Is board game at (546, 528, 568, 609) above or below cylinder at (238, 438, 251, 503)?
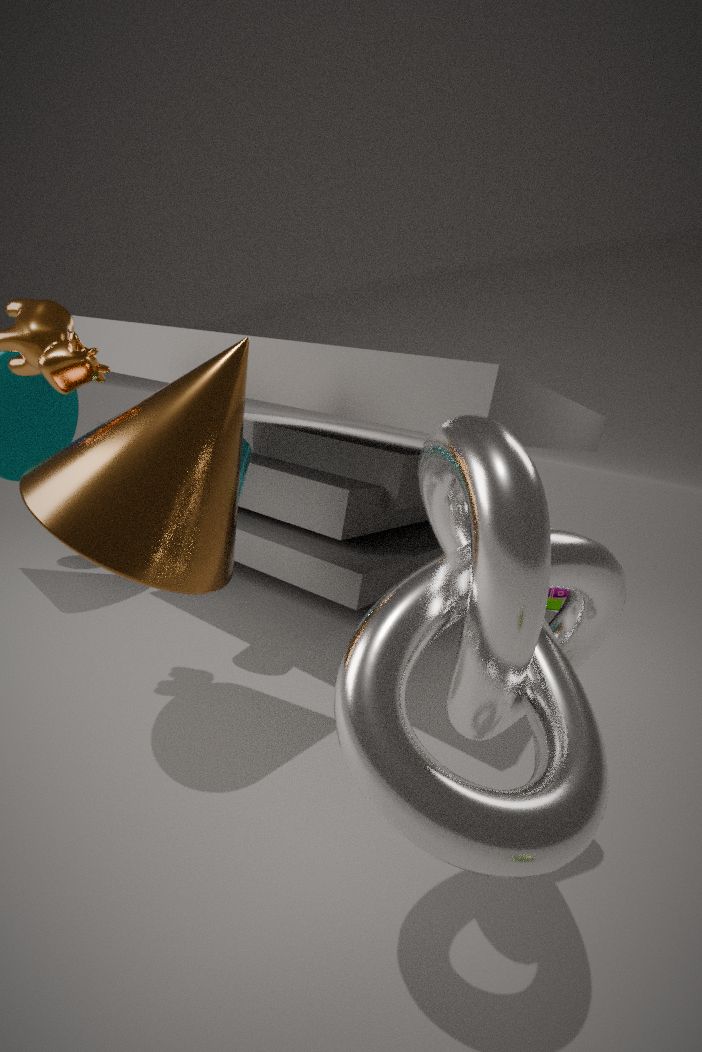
below
